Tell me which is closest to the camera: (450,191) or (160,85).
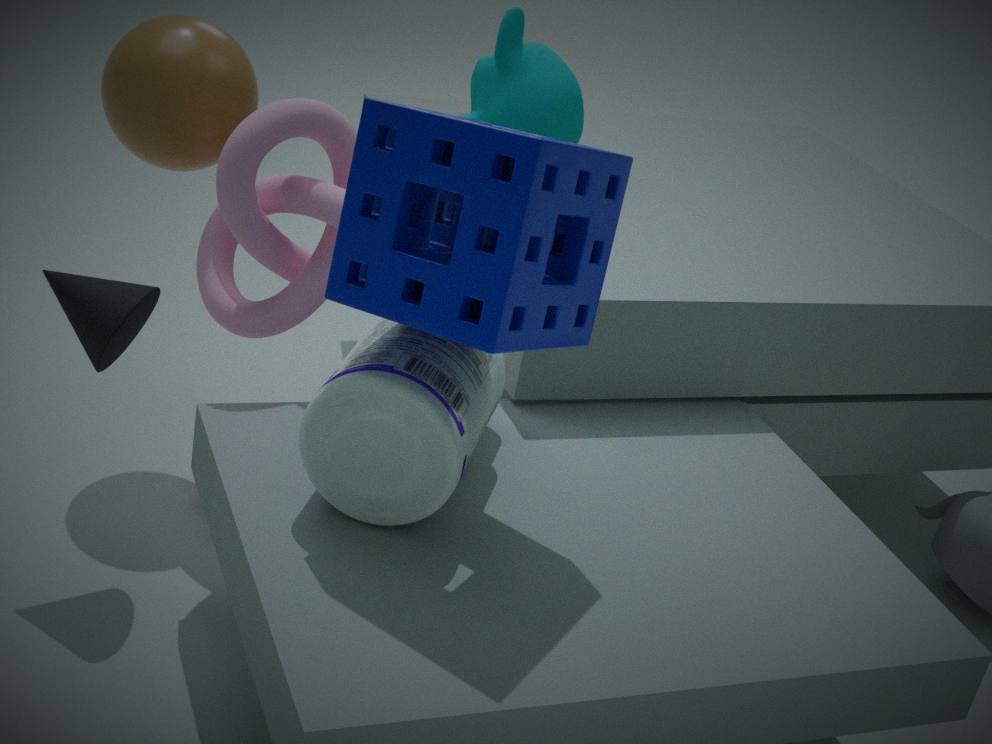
(450,191)
